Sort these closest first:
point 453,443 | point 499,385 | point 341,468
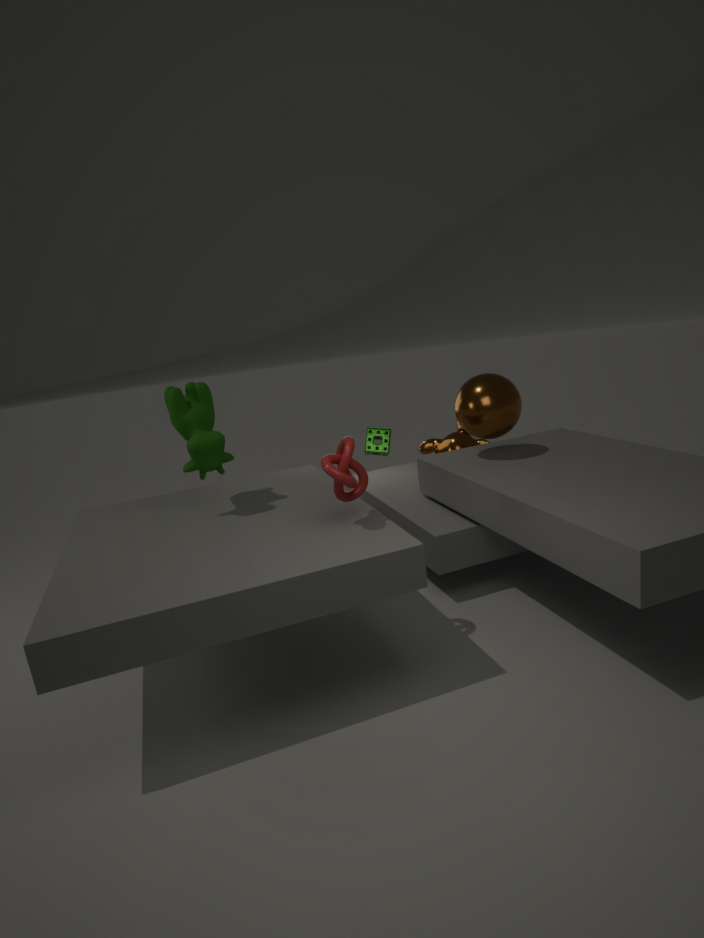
point 341,468, point 499,385, point 453,443
